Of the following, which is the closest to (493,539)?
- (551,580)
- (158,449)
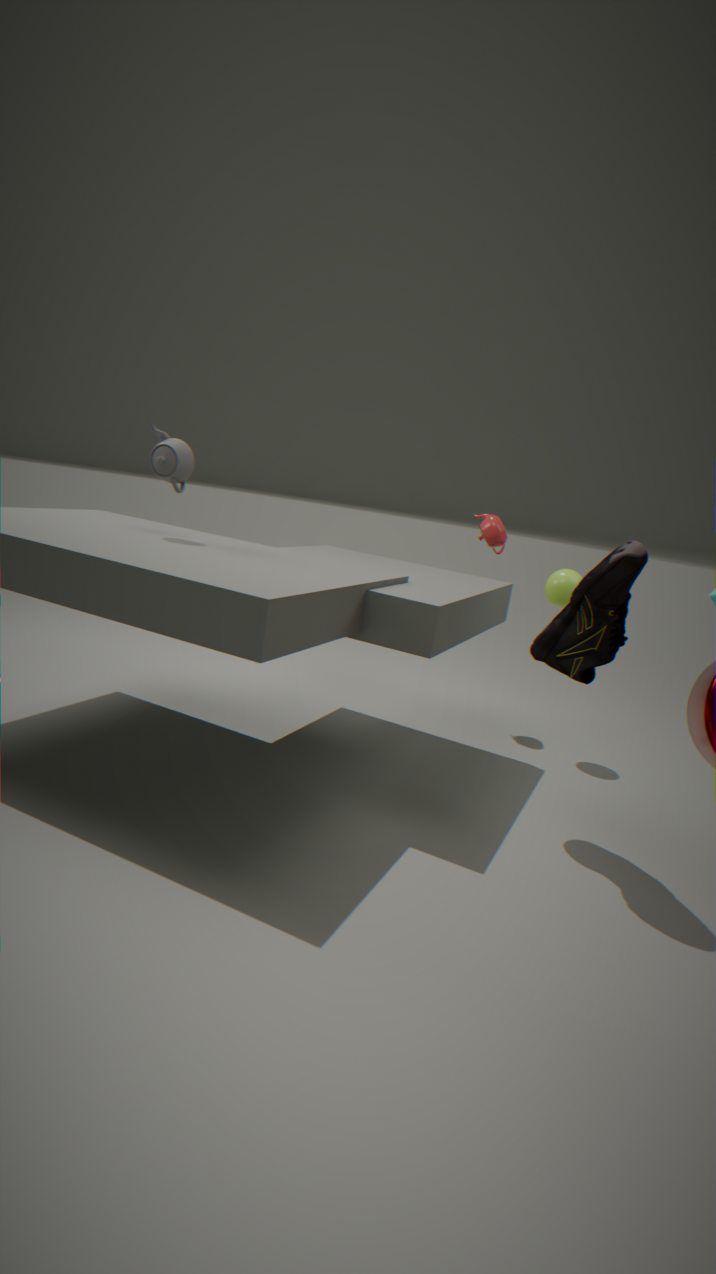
(551,580)
